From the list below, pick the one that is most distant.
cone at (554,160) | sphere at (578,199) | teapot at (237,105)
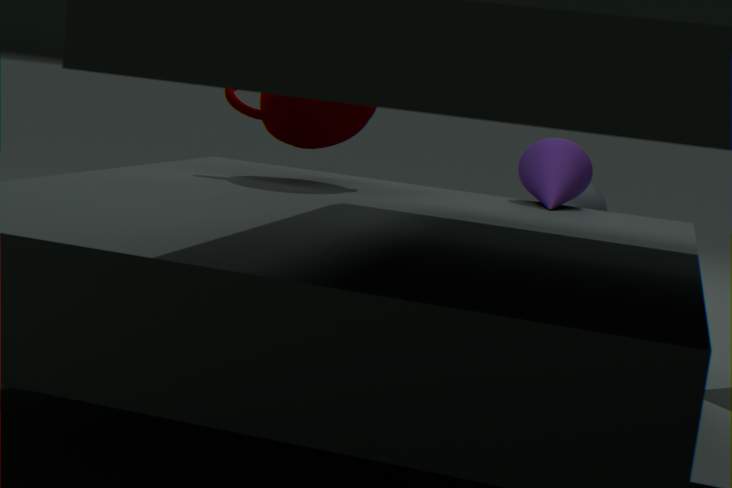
sphere at (578,199)
